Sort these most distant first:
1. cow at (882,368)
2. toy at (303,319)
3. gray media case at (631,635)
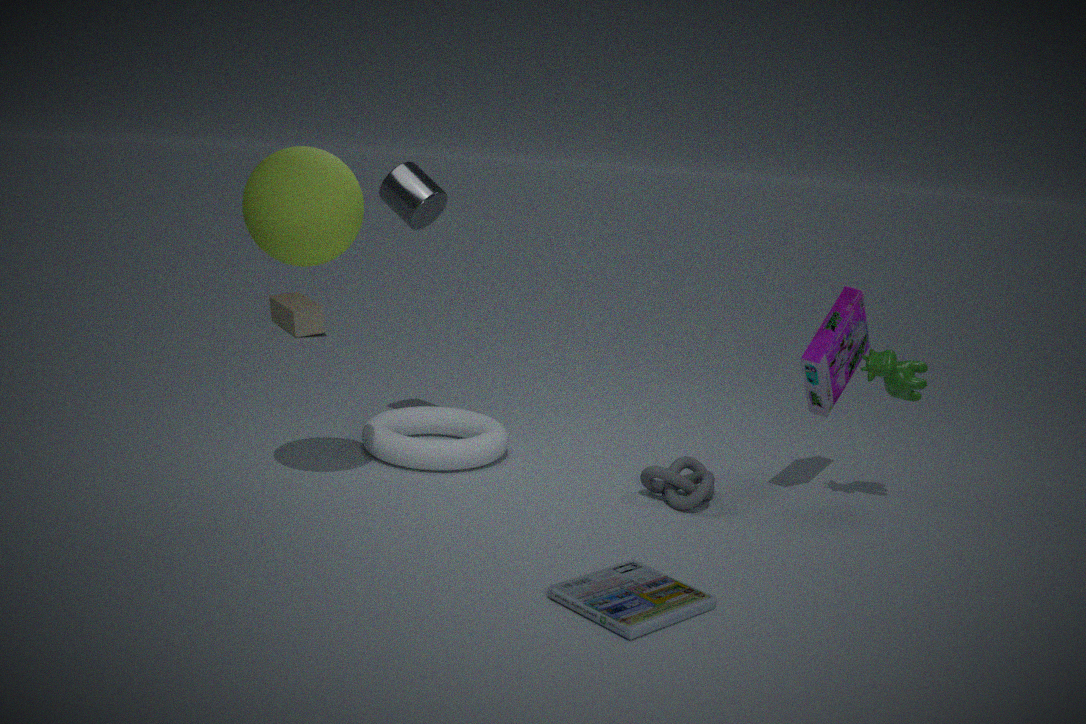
toy at (303,319)
cow at (882,368)
gray media case at (631,635)
